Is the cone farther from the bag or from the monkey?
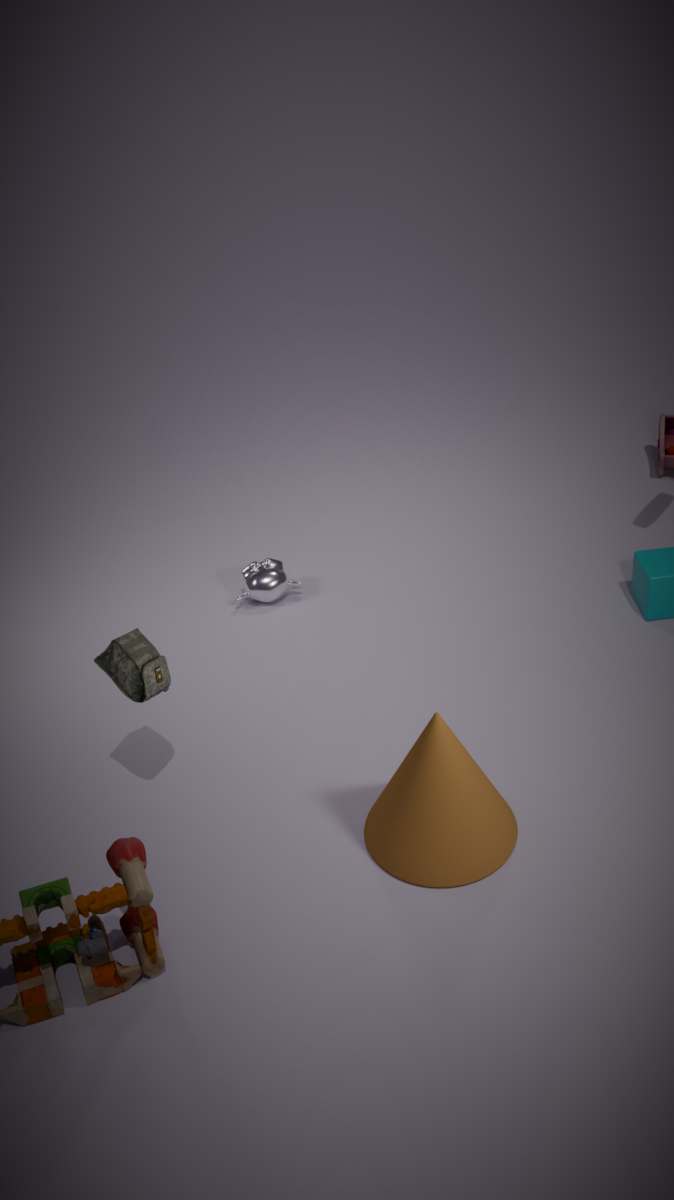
the monkey
